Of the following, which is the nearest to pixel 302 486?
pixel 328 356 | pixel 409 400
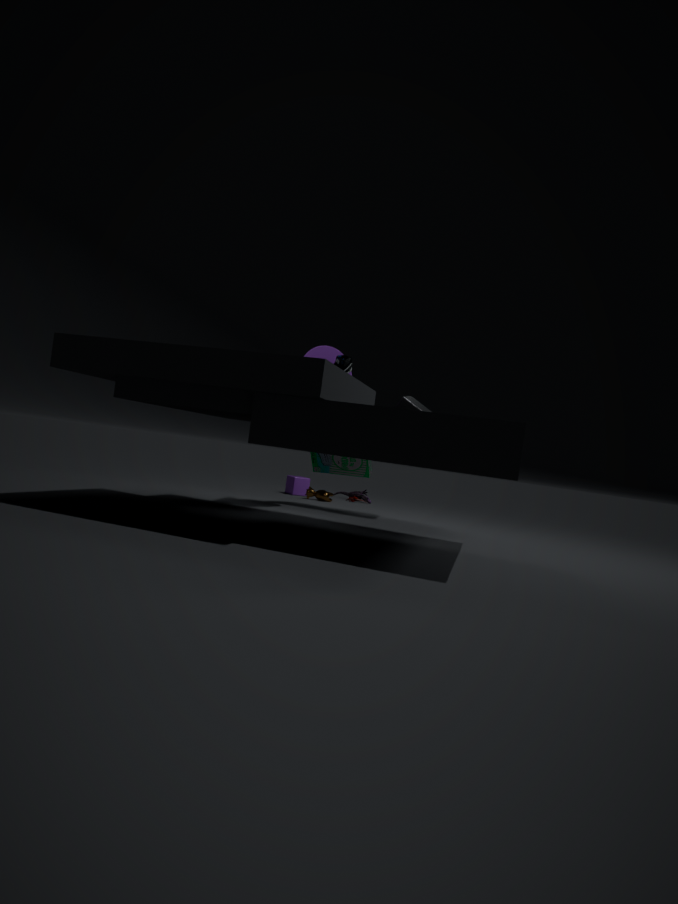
pixel 409 400
